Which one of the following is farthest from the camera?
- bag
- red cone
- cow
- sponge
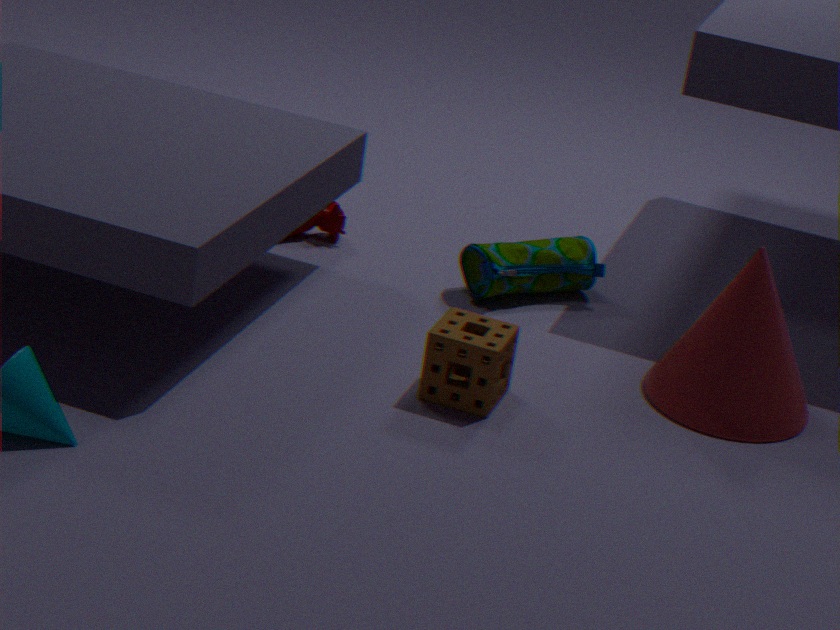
cow
